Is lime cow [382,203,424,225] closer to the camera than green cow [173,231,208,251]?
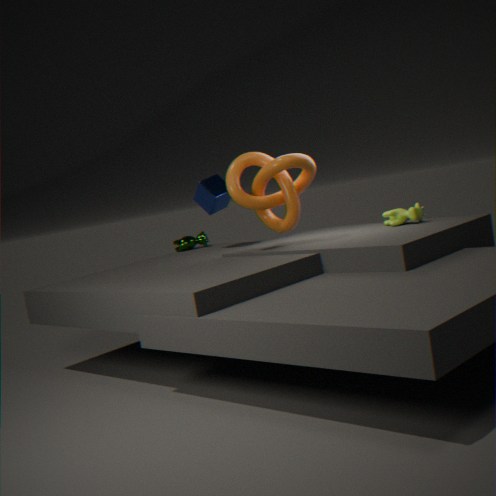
Yes
